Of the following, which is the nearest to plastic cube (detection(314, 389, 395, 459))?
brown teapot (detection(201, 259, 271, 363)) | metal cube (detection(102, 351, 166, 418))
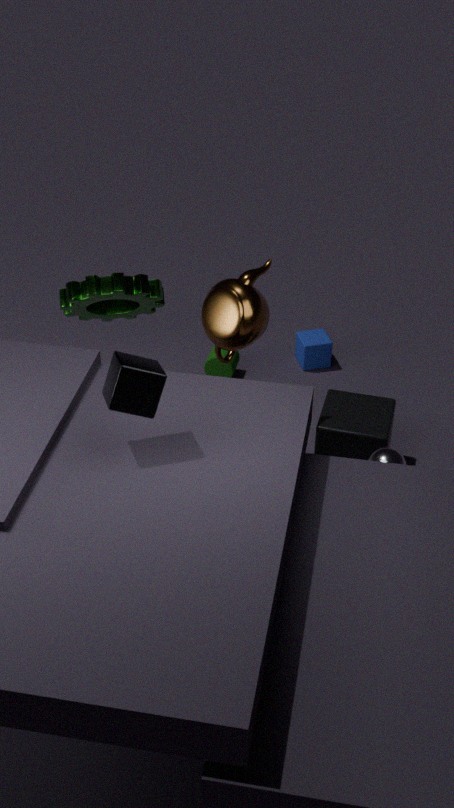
brown teapot (detection(201, 259, 271, 363))
